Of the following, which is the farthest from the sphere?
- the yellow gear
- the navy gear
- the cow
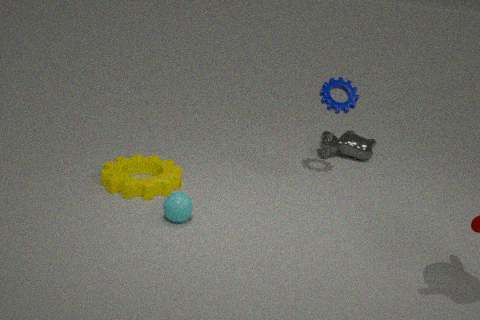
the cow
